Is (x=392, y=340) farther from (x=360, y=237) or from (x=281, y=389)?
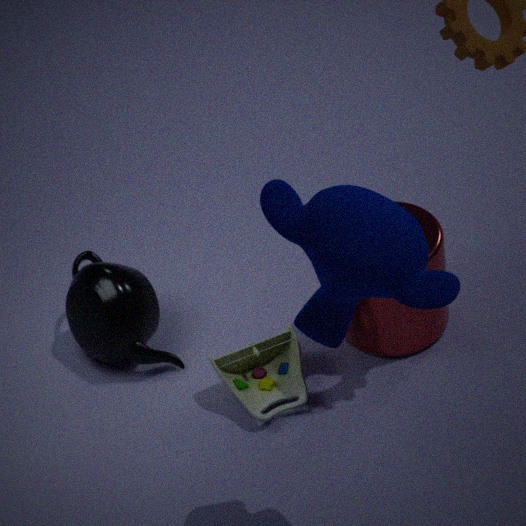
(x=360, y=237)
